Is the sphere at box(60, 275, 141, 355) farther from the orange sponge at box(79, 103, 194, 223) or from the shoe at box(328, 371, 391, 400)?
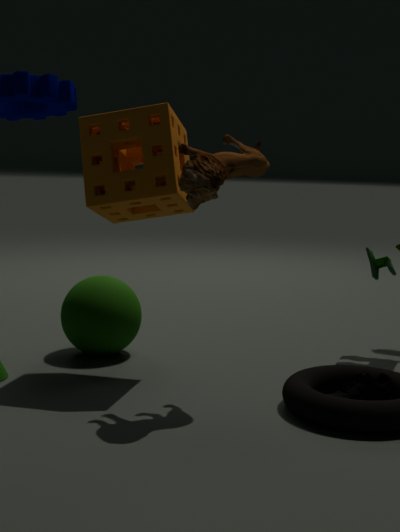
the shoe at box(328, 371, 391, 400)
